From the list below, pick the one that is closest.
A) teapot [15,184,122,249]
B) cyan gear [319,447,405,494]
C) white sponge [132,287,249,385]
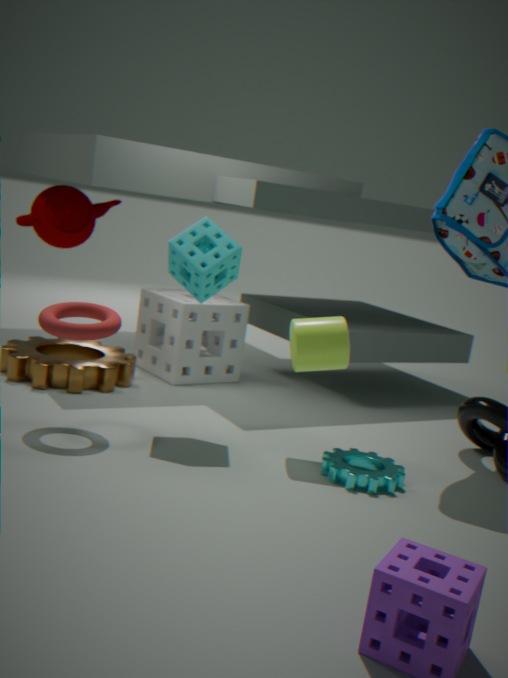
cyan gear [319,447,405,494]
